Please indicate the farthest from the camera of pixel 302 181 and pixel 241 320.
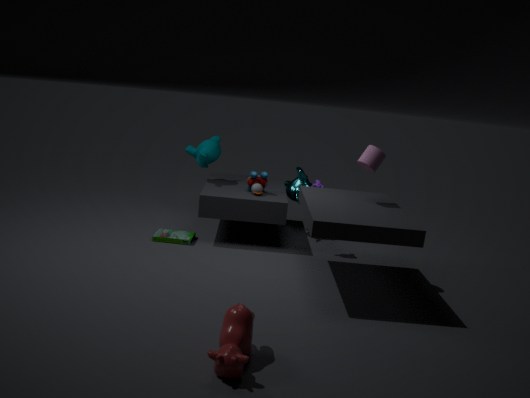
pixel 302 181
